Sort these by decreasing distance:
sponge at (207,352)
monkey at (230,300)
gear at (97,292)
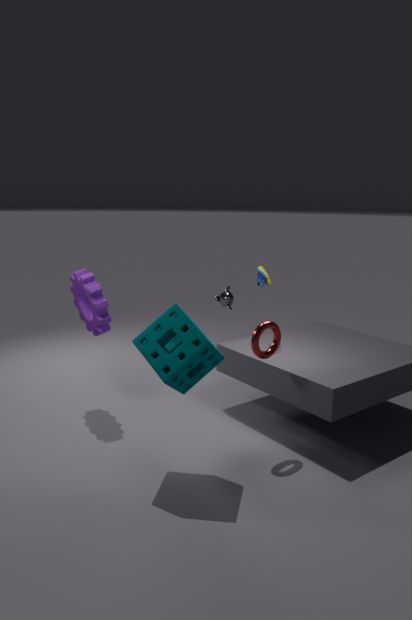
1. monkey at (230,300)
2. gear at (97,292)
3. sponge at (207,352)
